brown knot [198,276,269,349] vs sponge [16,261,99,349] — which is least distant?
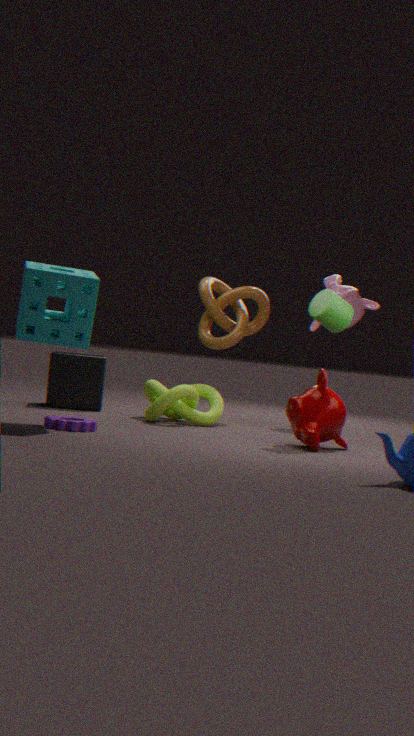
sponge [16,261,99,349]
